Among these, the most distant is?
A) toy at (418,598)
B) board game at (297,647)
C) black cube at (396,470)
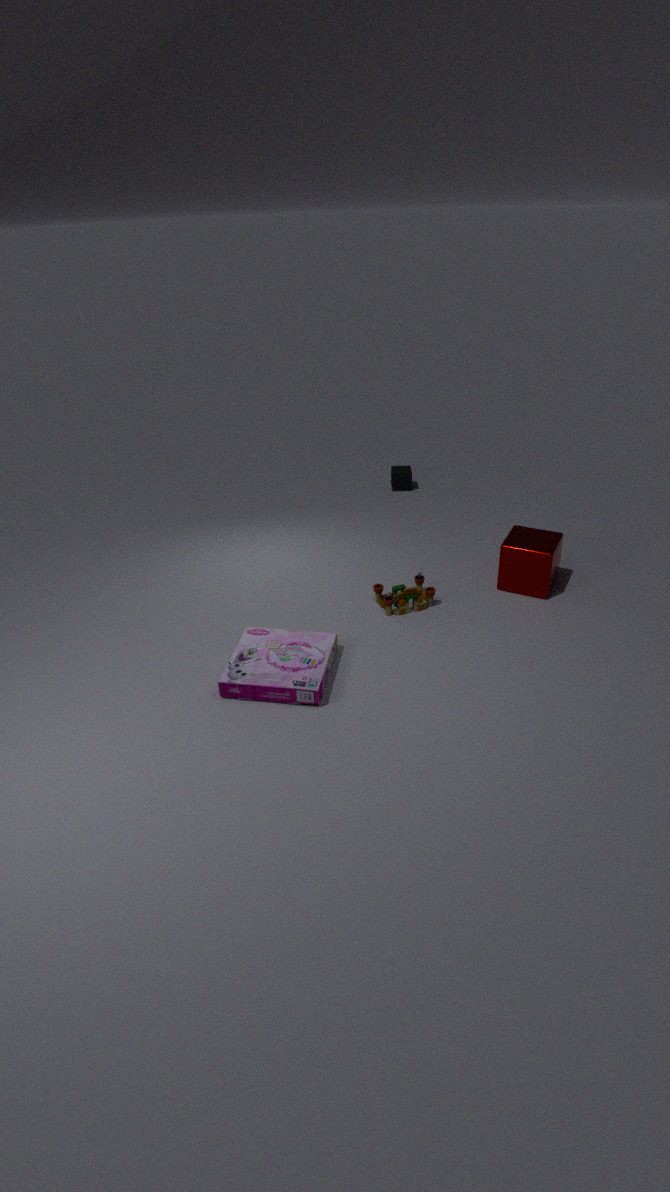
black cube at (396,470)
